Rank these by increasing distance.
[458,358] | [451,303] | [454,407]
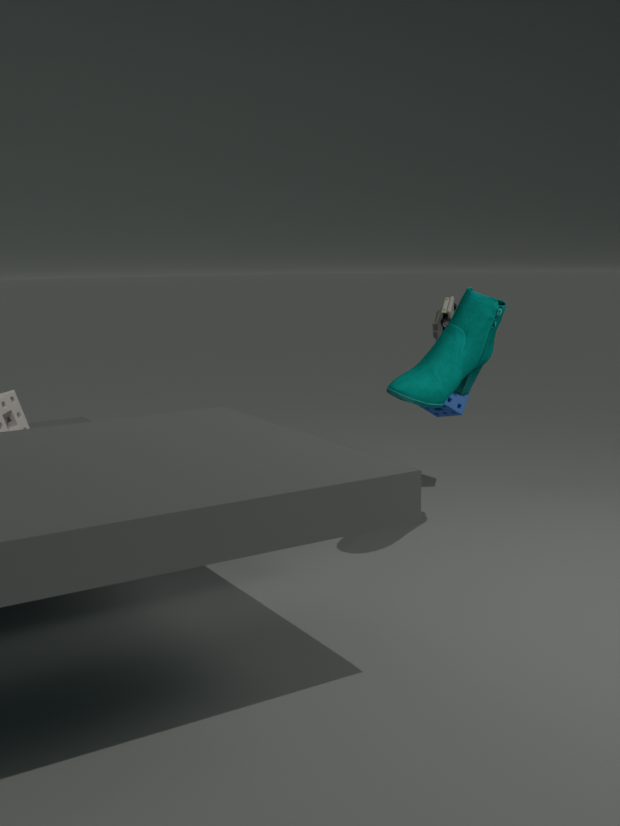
[458,358] → [451,303] → [454,407]
